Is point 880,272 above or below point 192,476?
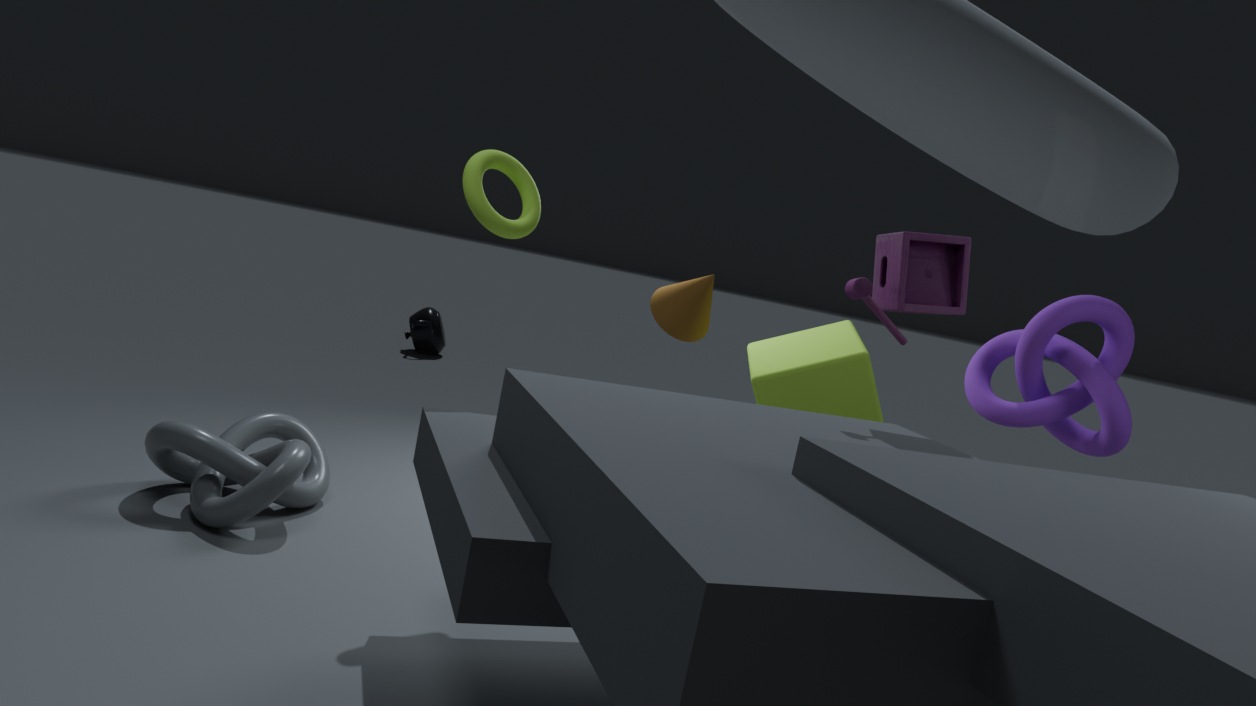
above
